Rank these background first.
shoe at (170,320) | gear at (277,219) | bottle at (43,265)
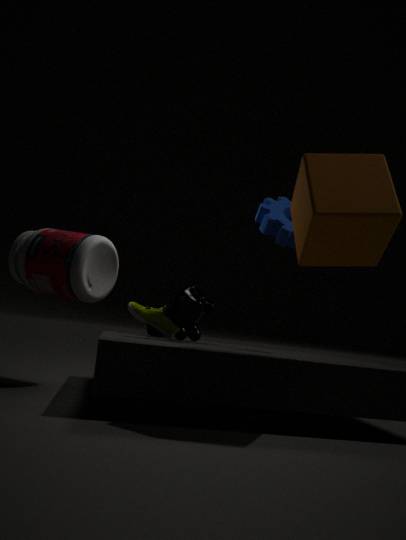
shoe at (170,320), gear at (277,219), bottle at (43,265)
